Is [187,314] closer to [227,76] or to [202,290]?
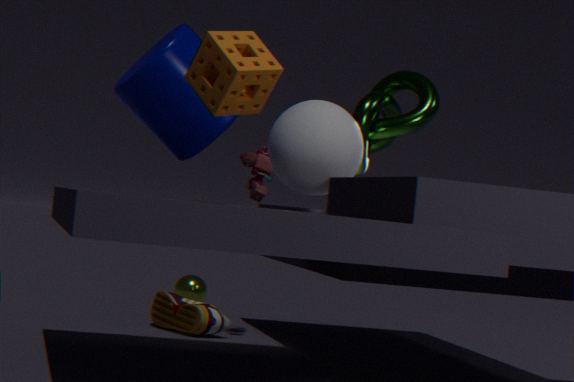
[202,290]
